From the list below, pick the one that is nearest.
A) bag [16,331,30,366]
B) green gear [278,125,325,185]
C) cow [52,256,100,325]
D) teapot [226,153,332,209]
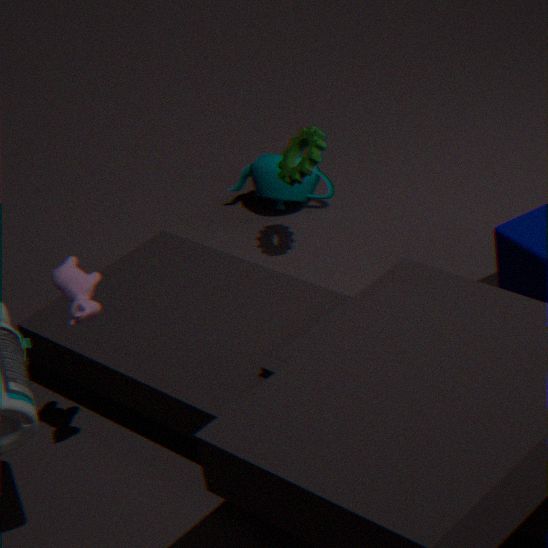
cow [52,256,100,325]
